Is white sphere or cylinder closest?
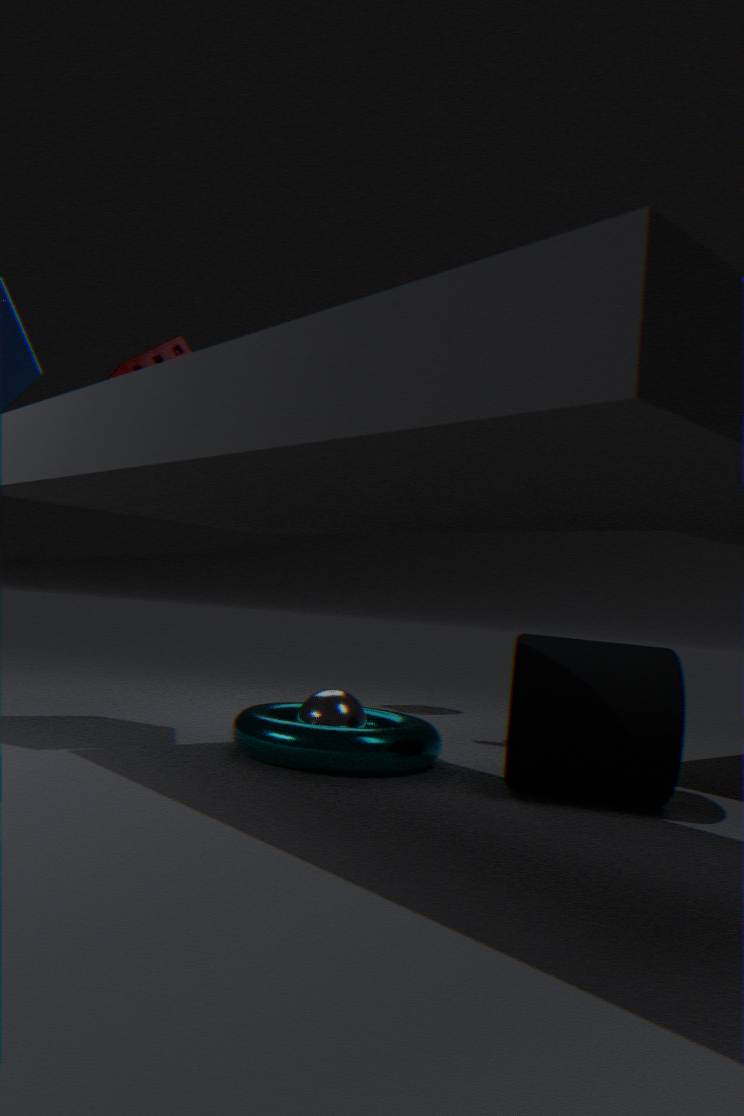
cylinder
